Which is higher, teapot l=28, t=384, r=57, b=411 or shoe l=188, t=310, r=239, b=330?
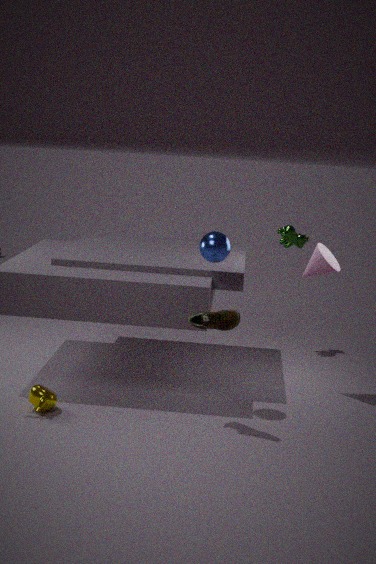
shoe l=188, t=310, r=239, b=330
